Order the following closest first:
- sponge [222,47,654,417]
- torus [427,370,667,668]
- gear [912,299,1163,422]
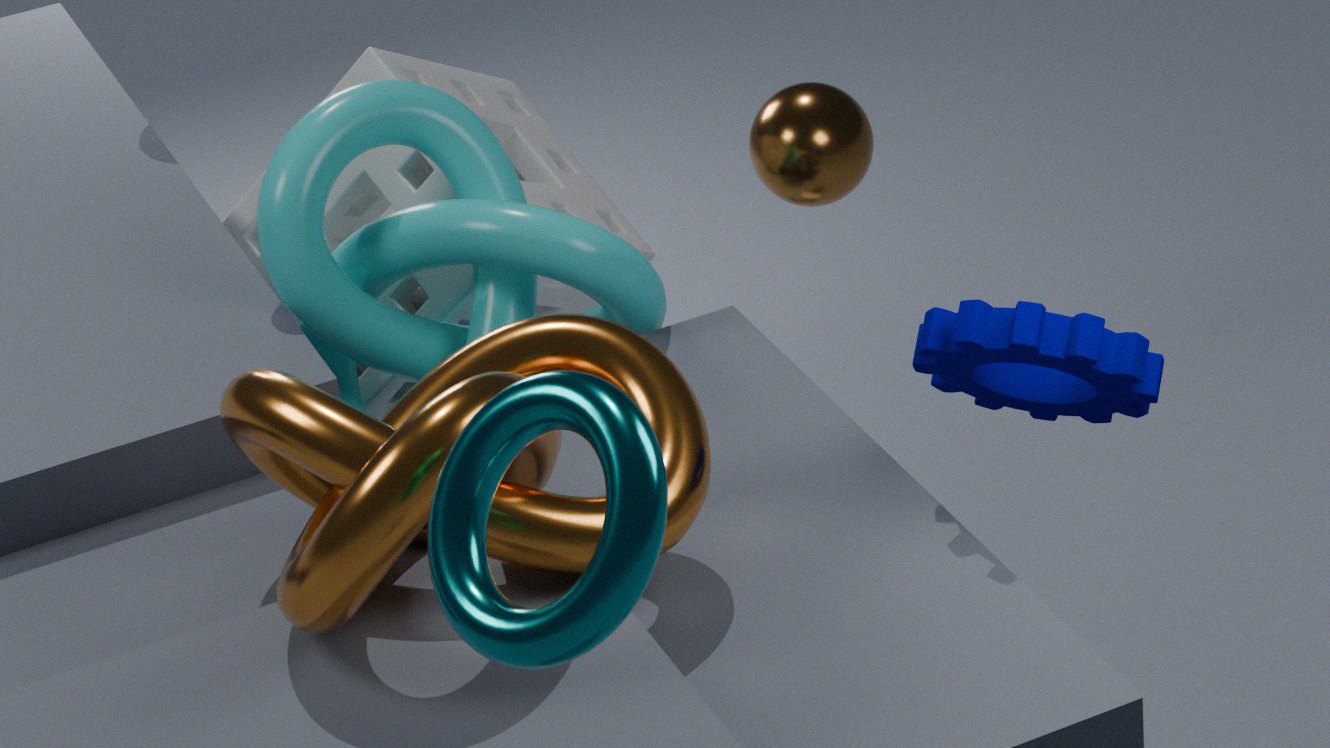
torus [427,370,667,668]
gear [912,299,1163,422]
sponge [222,47,654,417]
